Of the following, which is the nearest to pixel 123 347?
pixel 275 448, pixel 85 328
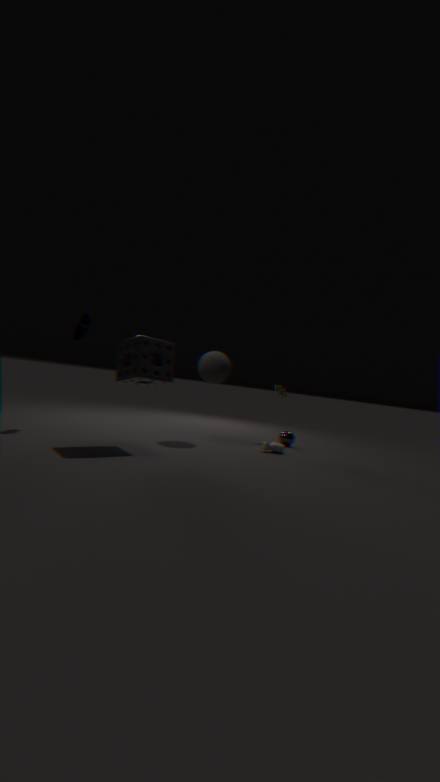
pixel 85 328
